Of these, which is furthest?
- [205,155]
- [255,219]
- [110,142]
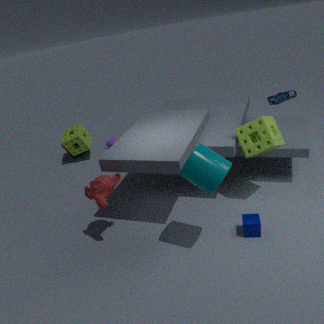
[110,142]
